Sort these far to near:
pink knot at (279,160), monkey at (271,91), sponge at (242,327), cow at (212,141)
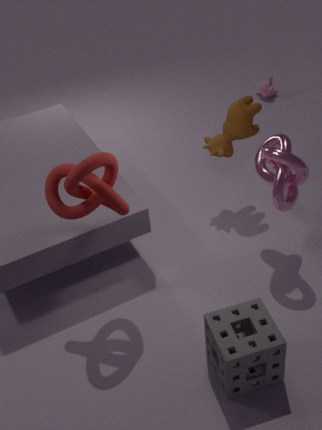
1. monkey at (271,91)
2. cow at (212,141)
3. pink knot at (279,160)
4. sponge at (242,327)
